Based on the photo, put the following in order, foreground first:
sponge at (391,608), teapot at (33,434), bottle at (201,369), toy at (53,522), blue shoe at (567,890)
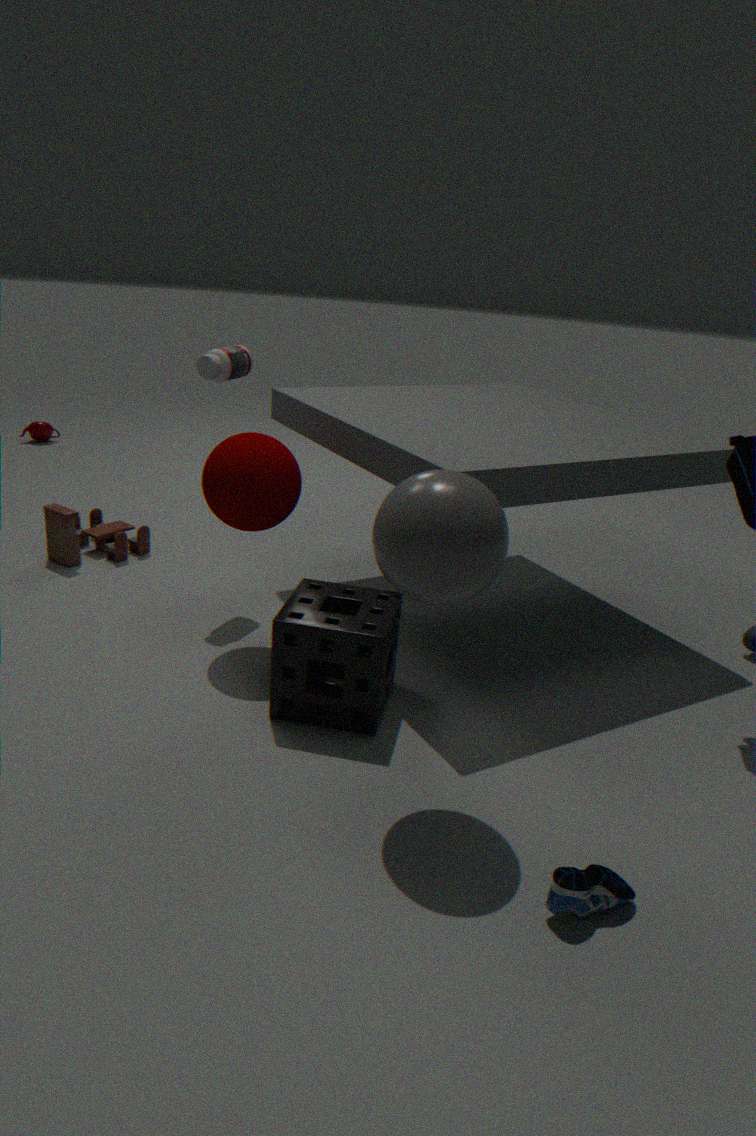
blue shoe at (567,890), sponge at (391,608), bottle at (201,369), toy at (53,522), teapot at (33,434)
